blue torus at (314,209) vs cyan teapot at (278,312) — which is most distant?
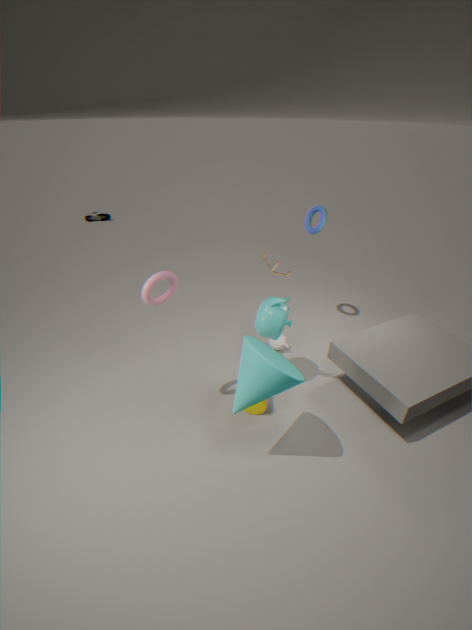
blue torus at (314,209)
